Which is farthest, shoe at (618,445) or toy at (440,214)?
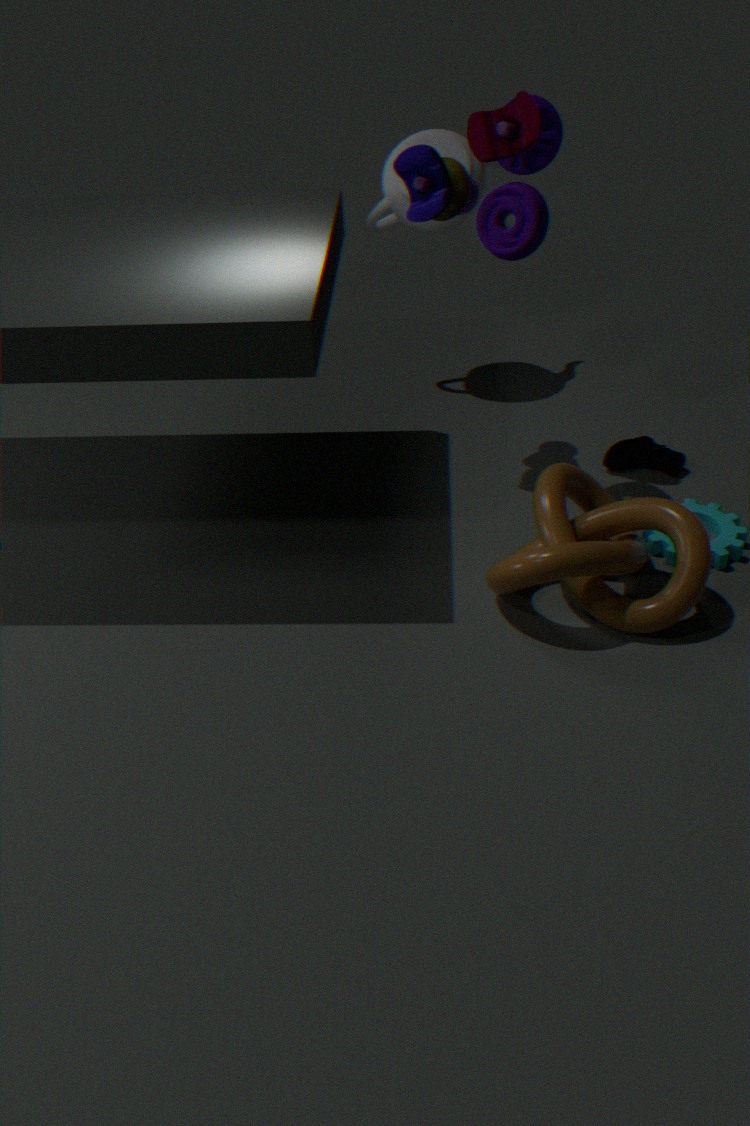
shoe at (618,445)
